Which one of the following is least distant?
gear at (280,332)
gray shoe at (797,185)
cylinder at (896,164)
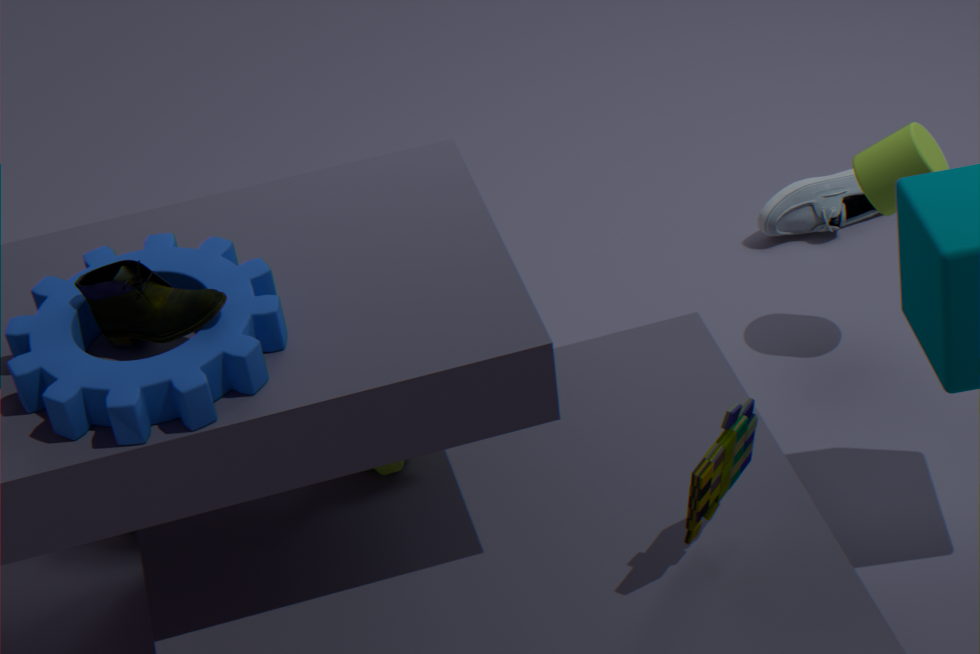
gear at (280,332)
